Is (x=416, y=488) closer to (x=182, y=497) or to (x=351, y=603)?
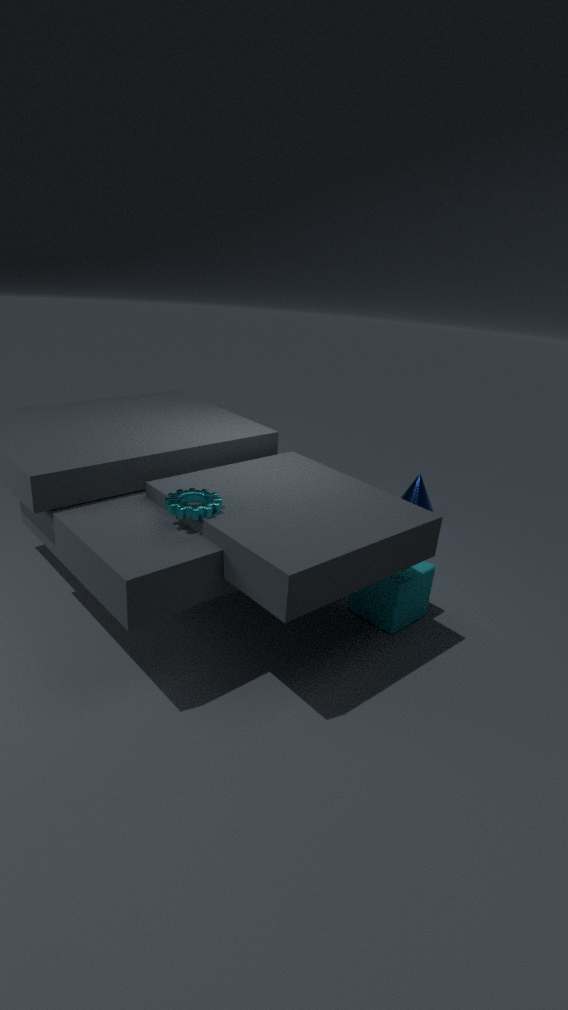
(x=351, y=603)
